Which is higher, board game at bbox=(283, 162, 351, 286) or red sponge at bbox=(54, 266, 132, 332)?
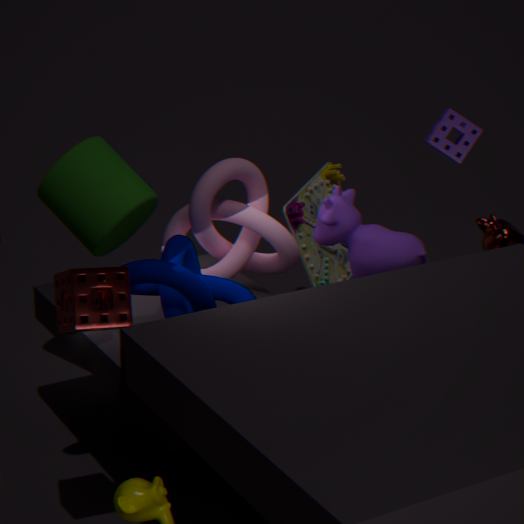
red sponge at bbox=(54, 266, 132, 332)
